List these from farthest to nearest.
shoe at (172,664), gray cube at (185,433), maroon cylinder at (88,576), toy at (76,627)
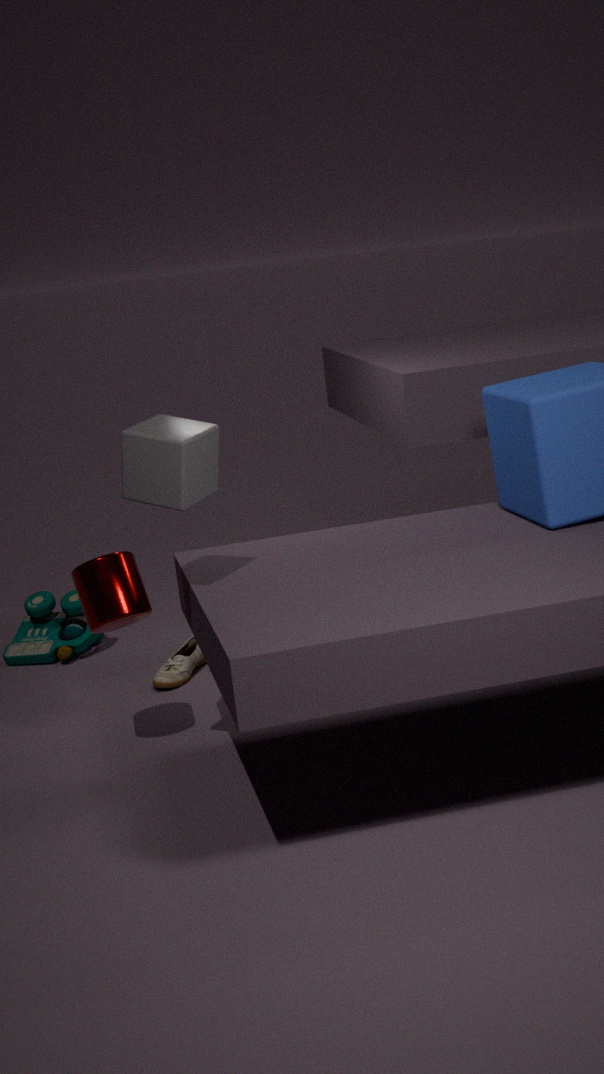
toy at (76,627)
shoe at (172,664)
maroon cylinder at (88,576)
gray cube at (185,433)
